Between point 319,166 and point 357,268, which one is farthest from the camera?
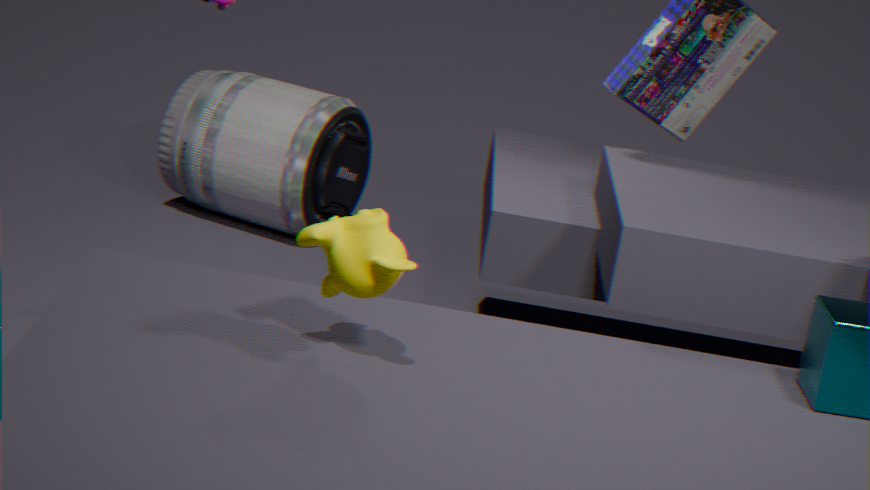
point 319,166
